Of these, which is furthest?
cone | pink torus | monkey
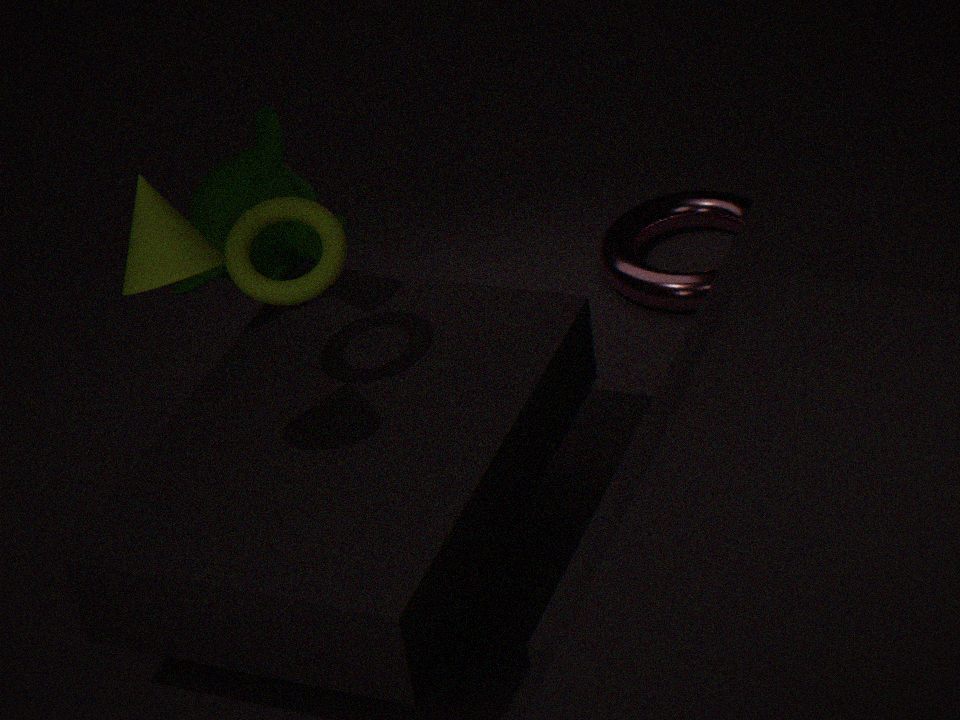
pink torus
